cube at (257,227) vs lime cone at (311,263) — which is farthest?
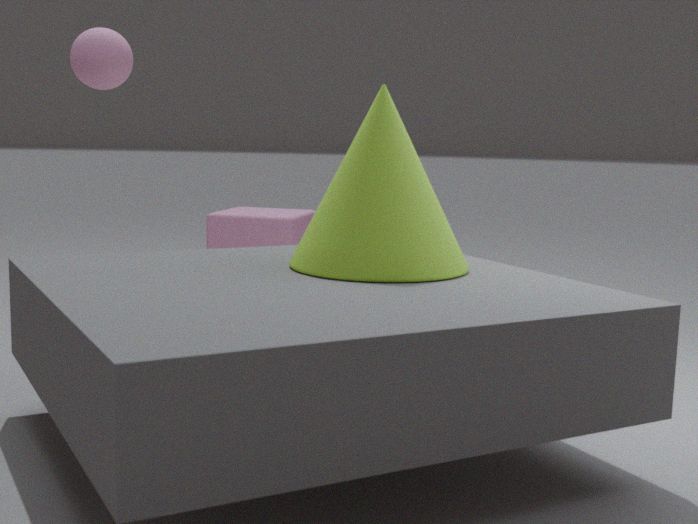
cube at (257,227)
